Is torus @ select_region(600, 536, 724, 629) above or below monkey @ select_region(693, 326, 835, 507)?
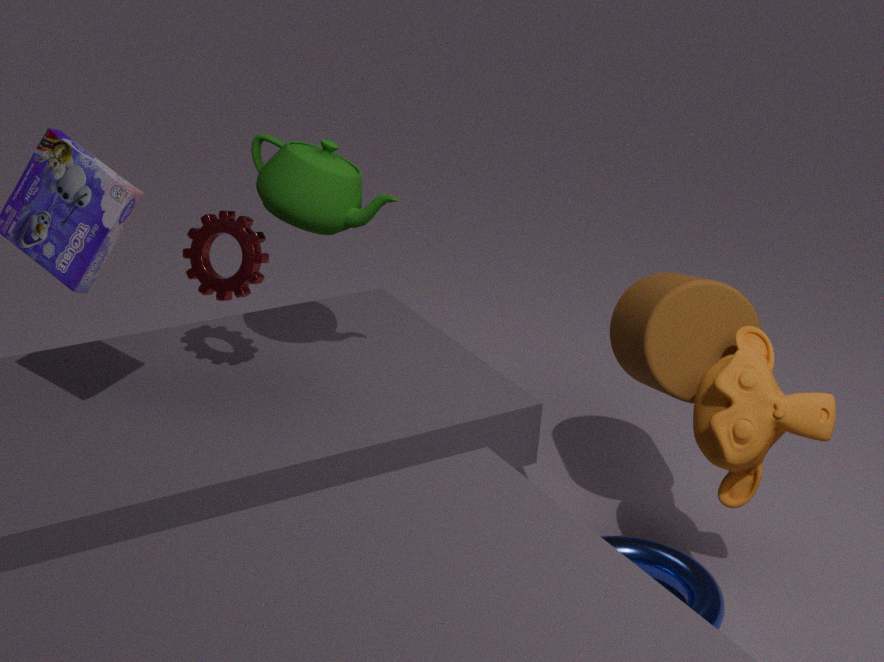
below
